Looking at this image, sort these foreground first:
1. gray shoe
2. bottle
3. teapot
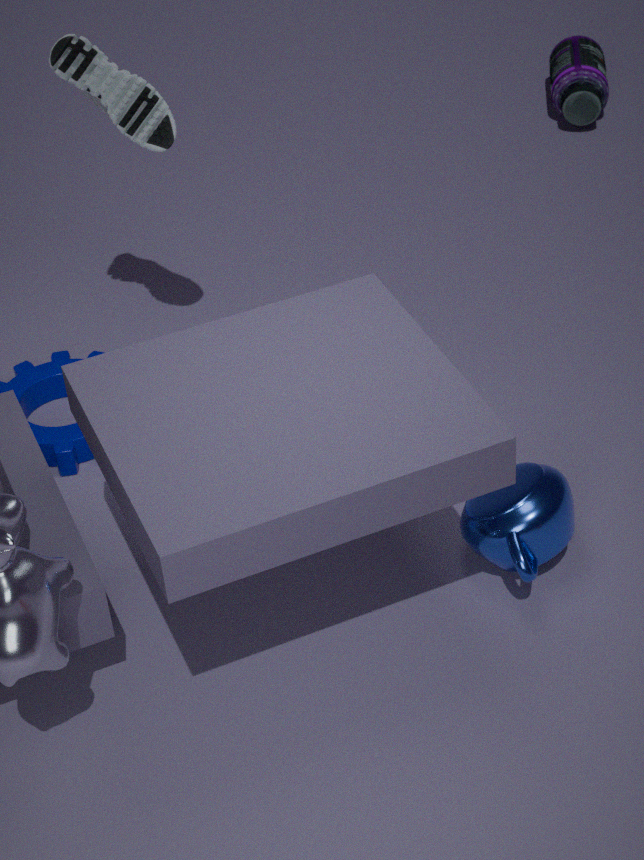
1. teapot
2. gray shoe
3. bottle
